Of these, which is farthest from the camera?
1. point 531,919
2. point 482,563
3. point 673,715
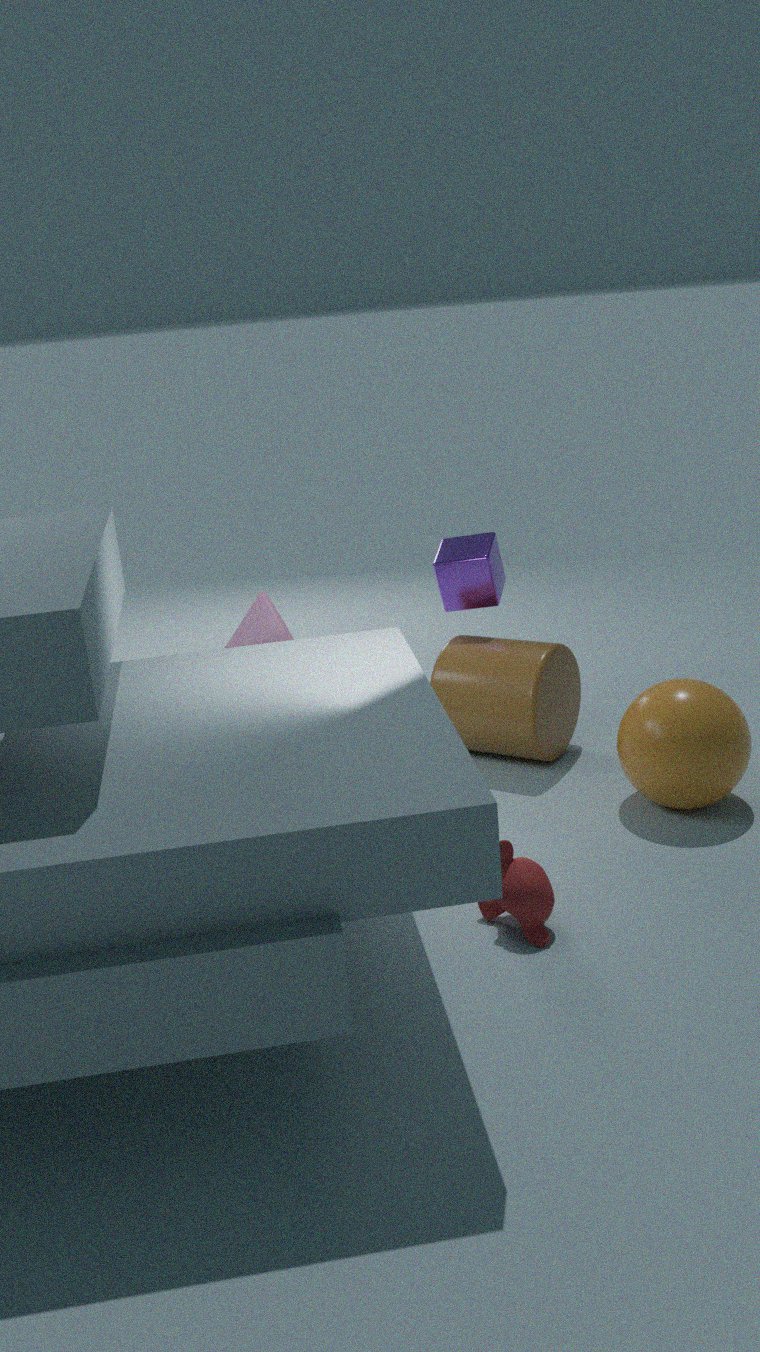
point 482,563
